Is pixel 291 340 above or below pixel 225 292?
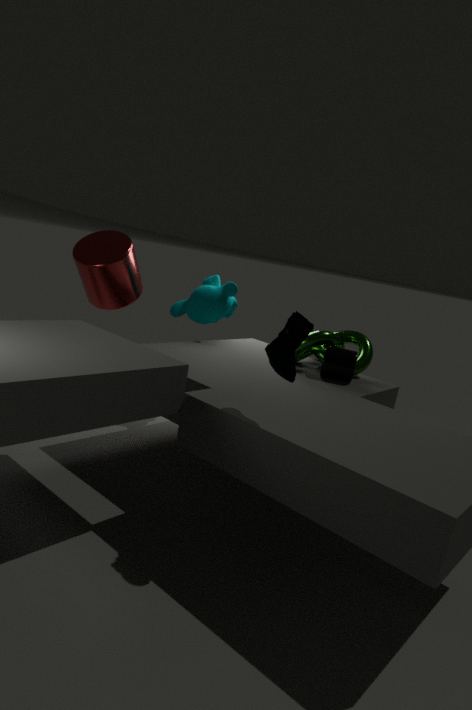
above
